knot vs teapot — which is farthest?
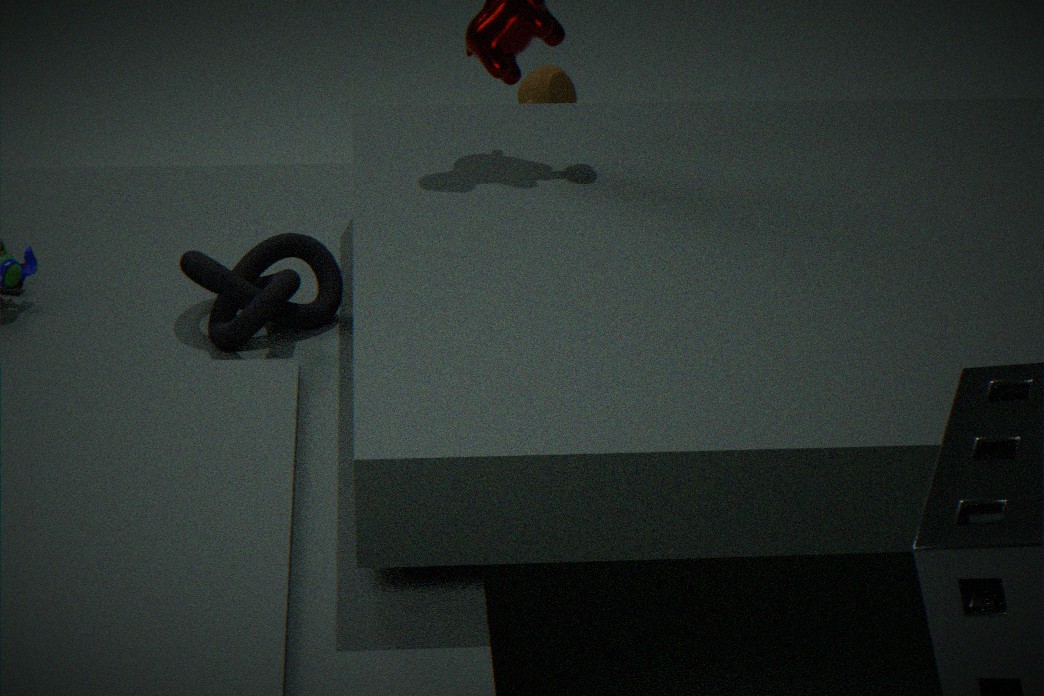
teapot
